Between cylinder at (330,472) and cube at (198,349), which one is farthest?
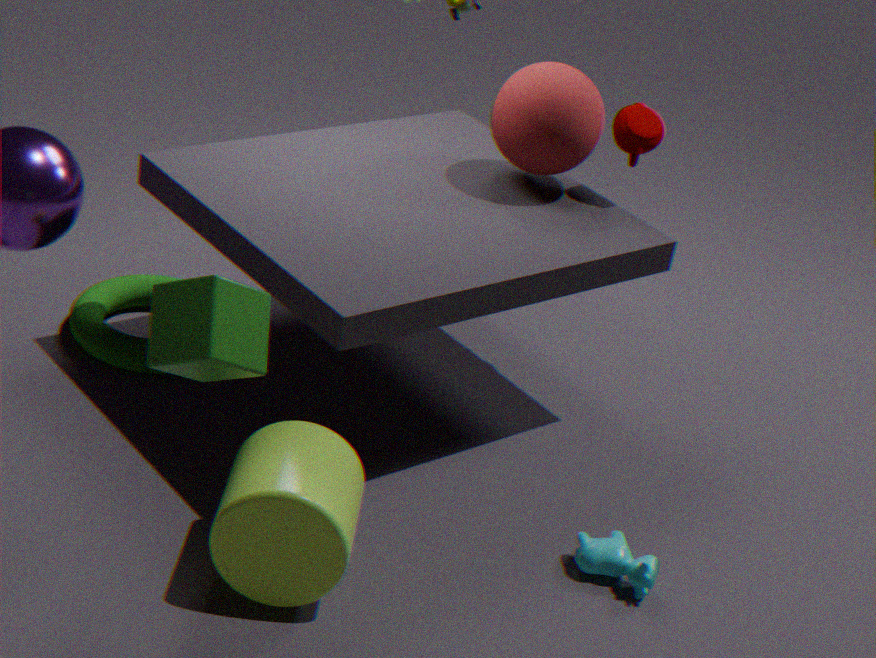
cylinder at (330,472)
